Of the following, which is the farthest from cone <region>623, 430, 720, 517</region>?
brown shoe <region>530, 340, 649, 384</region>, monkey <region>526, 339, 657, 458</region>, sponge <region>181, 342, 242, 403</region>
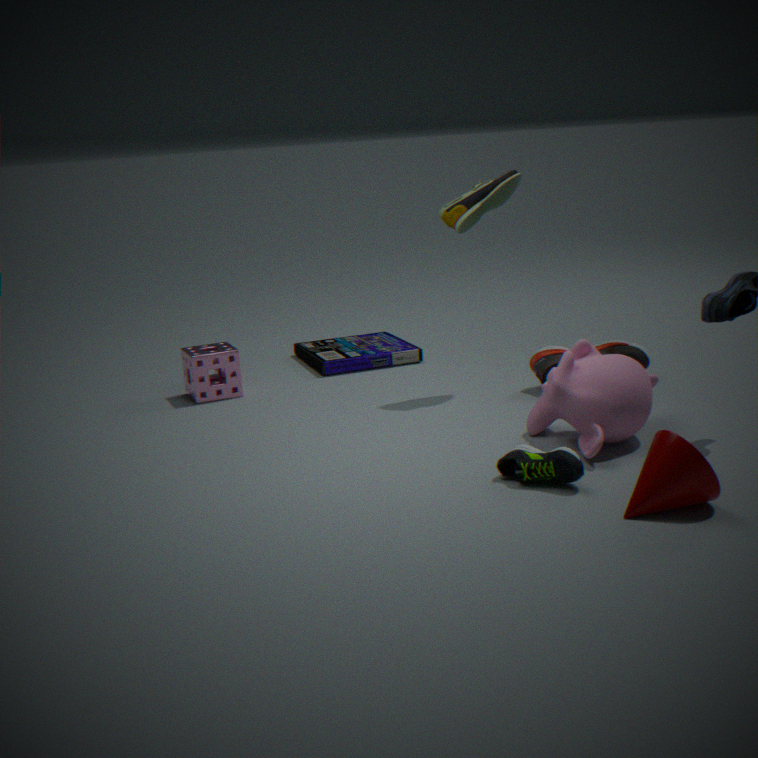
sponge <region>181, 342, 242, 403</region>
